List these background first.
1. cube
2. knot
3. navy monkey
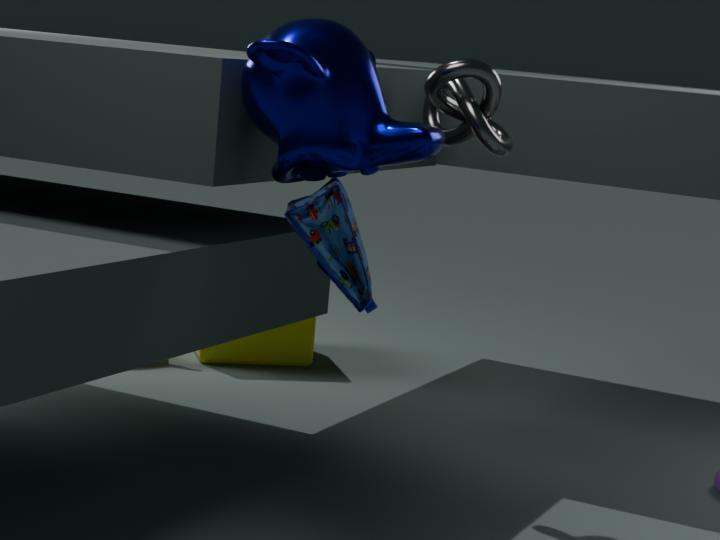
cube, knot, navy monkey
